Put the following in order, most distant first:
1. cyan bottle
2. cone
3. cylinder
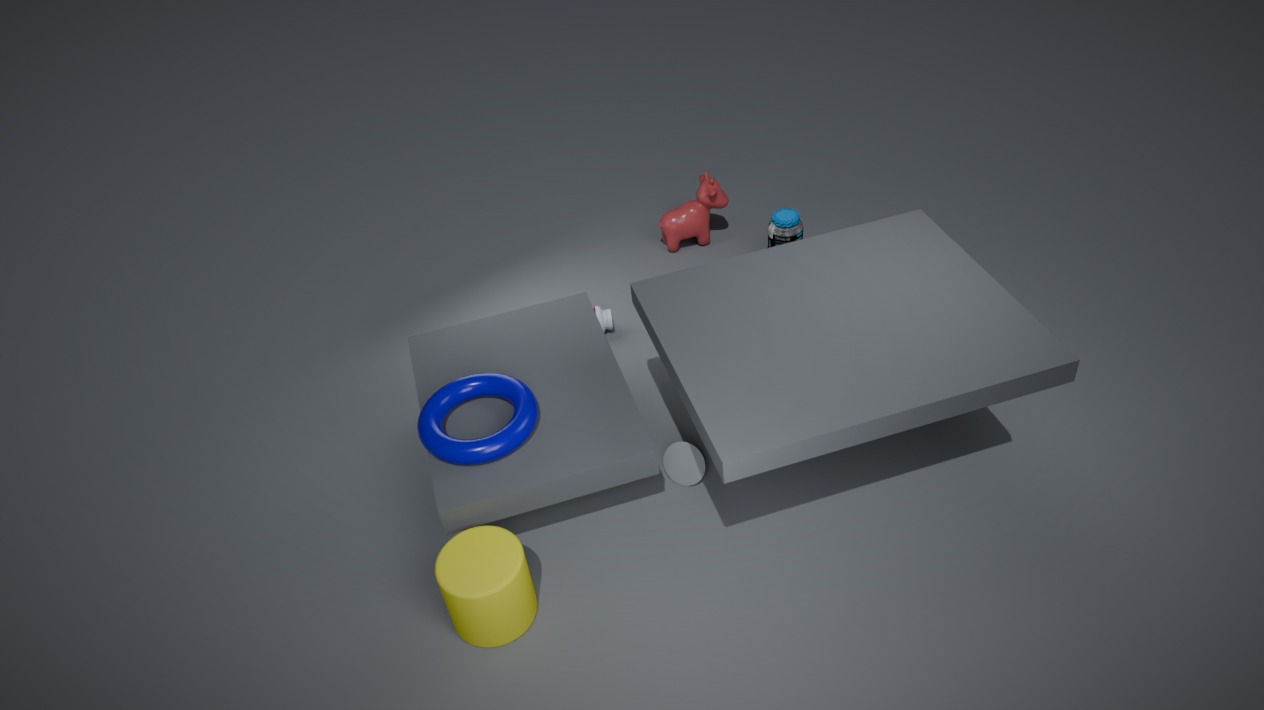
1. cyan bottle
2. cone
3. cylinder
